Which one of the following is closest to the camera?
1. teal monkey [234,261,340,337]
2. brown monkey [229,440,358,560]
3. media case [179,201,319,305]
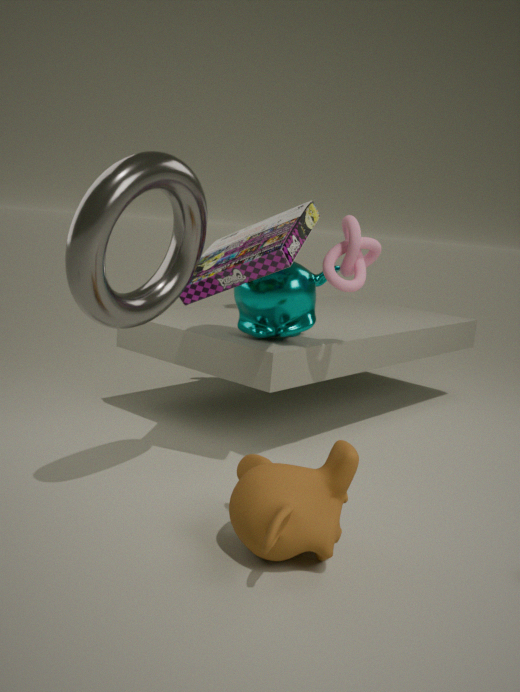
brown monkey [229,440,358,560]
